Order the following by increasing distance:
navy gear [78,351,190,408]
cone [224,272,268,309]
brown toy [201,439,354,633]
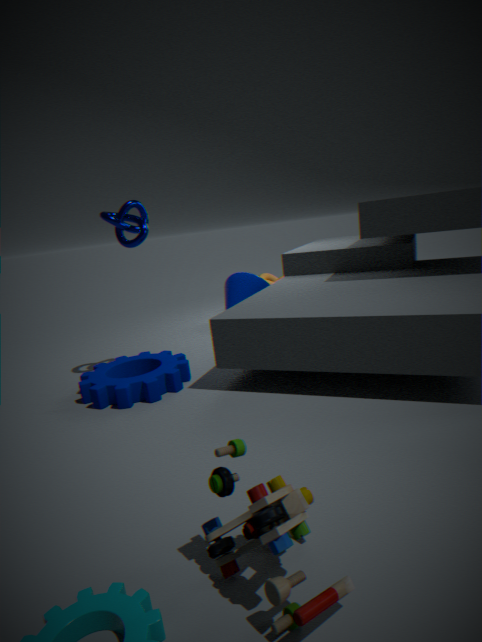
brown toy [201,439,354,633] → navy gear [78,351,190,408] → cone [224,272,268,309]
